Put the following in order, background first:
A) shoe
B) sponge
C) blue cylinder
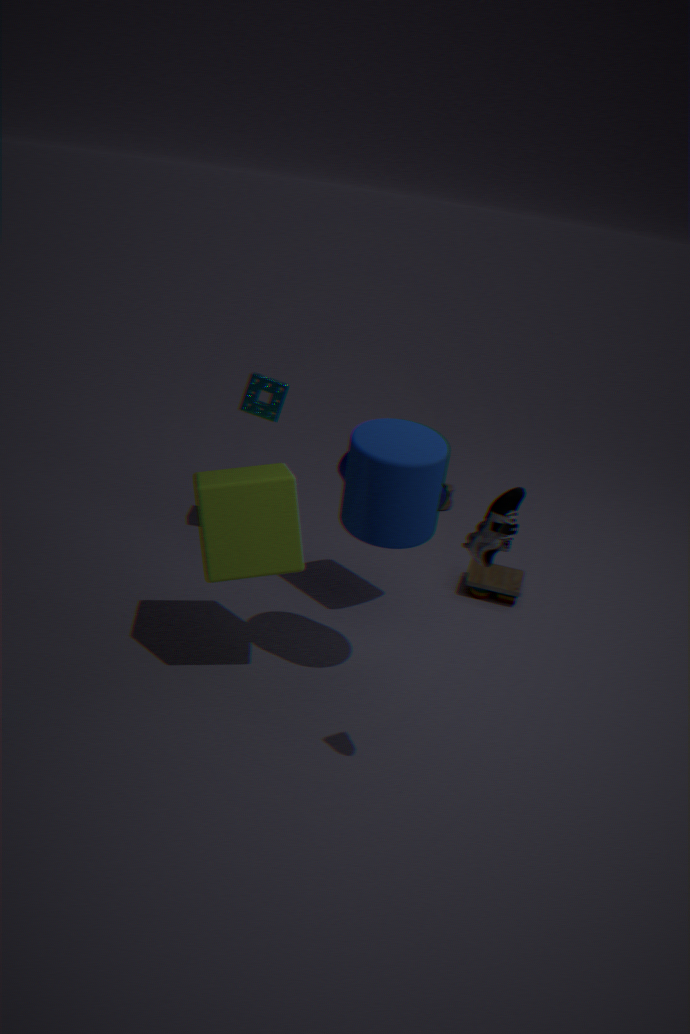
sponge
blue cylinder
shoe
